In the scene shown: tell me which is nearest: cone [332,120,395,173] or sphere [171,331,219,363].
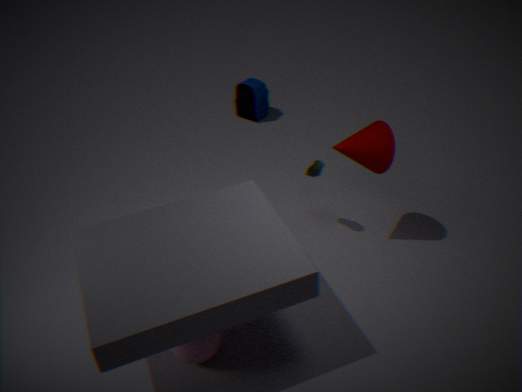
sphere [171,331,219,363]
